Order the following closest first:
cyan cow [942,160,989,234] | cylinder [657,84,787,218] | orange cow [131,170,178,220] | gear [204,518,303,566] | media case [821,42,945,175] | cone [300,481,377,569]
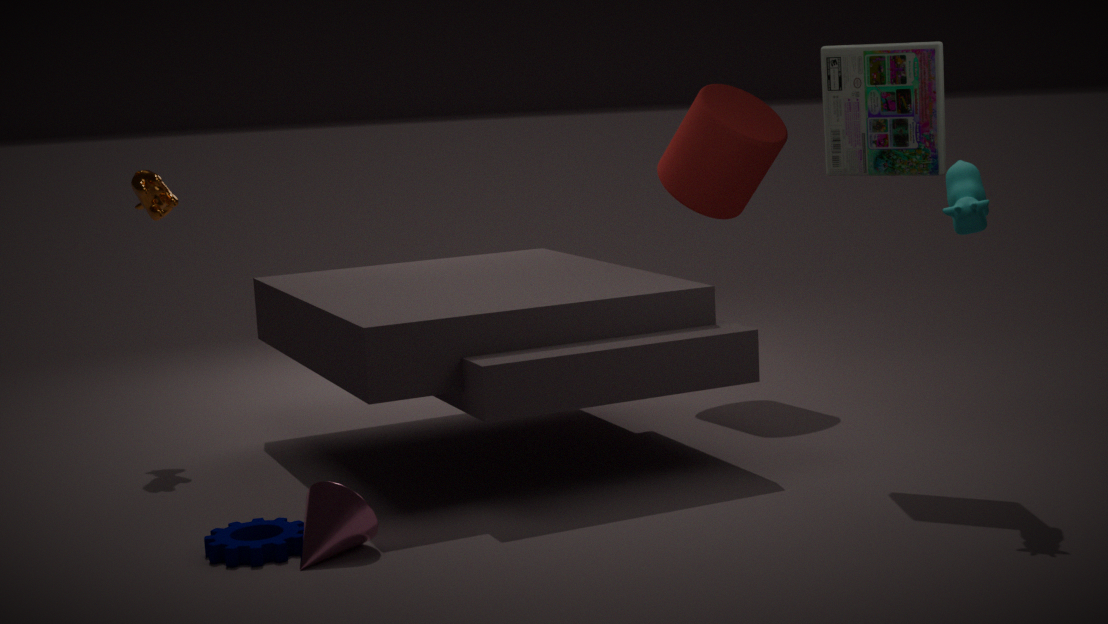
cone [300,481,377,569]
gear [204,518,303,566]
cyan cow [942,160,989,234]
media case [821,42,945,175]
orange cow [131,170,178,220]
cylinder [657,84,787,218]
